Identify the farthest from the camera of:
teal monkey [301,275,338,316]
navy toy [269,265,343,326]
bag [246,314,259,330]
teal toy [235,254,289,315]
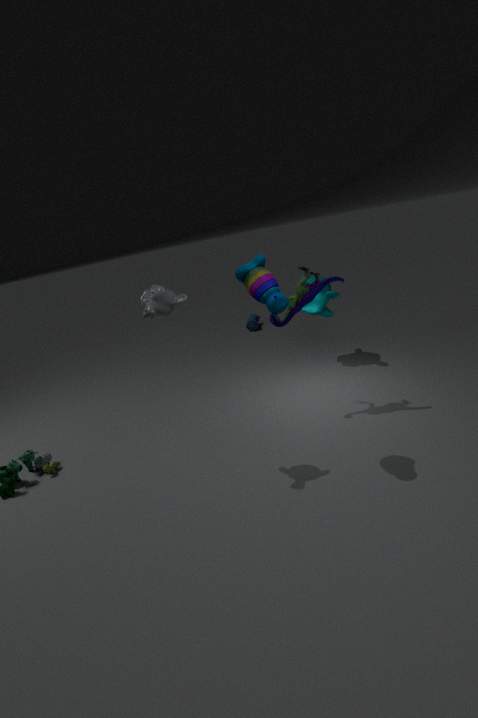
bag [246,314,259,330]
